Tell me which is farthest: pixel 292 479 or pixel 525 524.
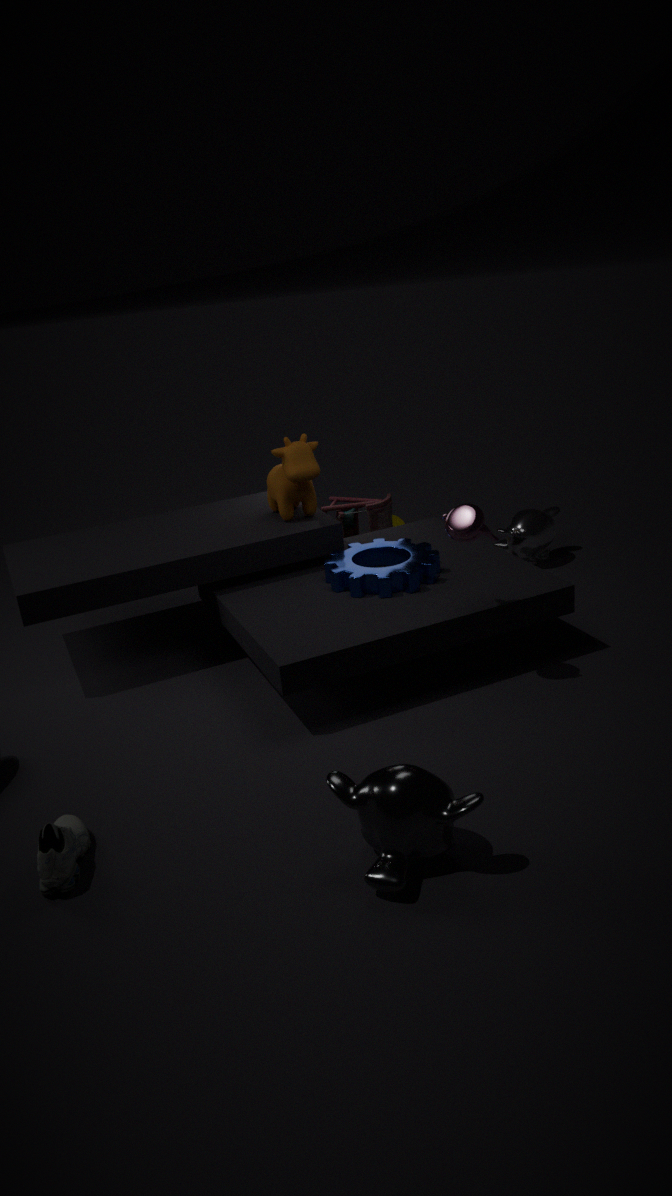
pixel 525 524
